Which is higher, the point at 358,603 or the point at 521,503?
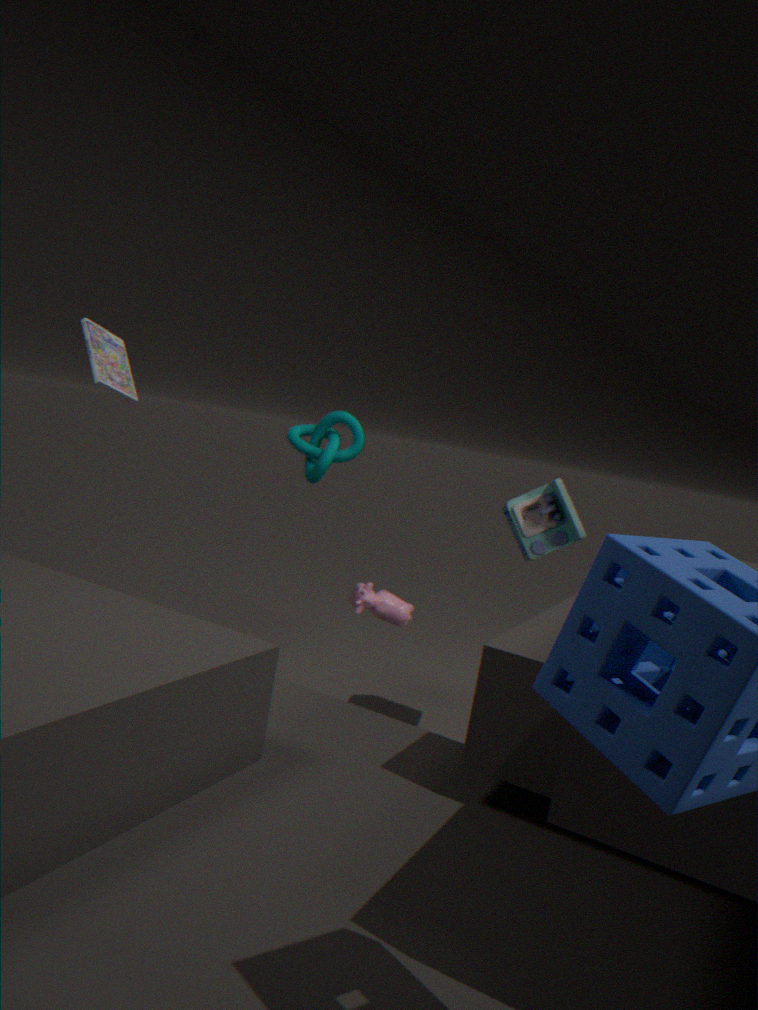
the point at 521,503
